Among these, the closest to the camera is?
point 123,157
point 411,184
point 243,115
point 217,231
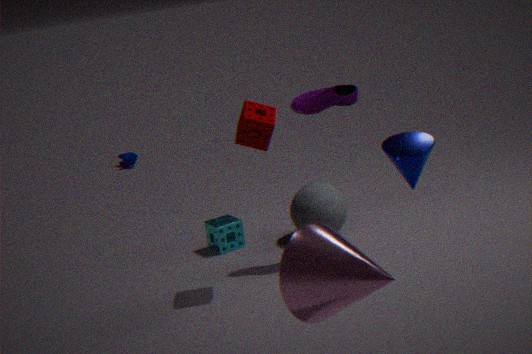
point 411,184
